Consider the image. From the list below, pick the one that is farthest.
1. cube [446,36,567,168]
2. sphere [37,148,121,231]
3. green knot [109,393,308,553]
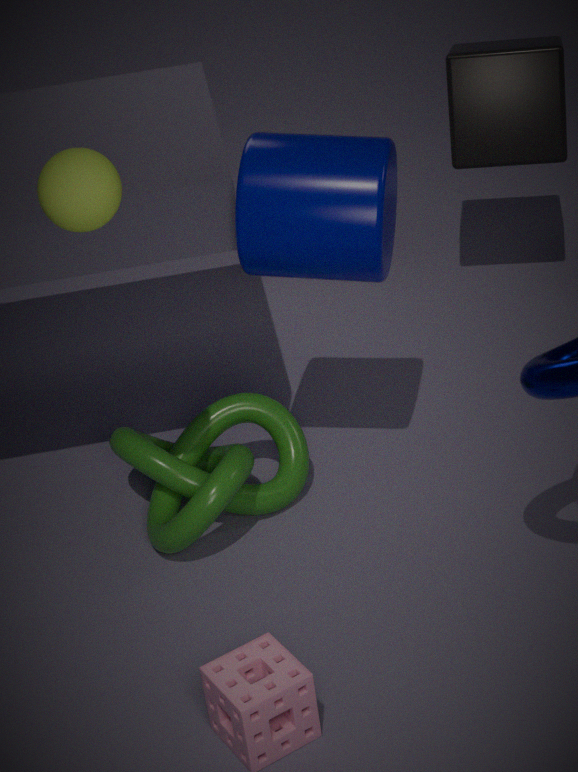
cube [446,36,567,168]
